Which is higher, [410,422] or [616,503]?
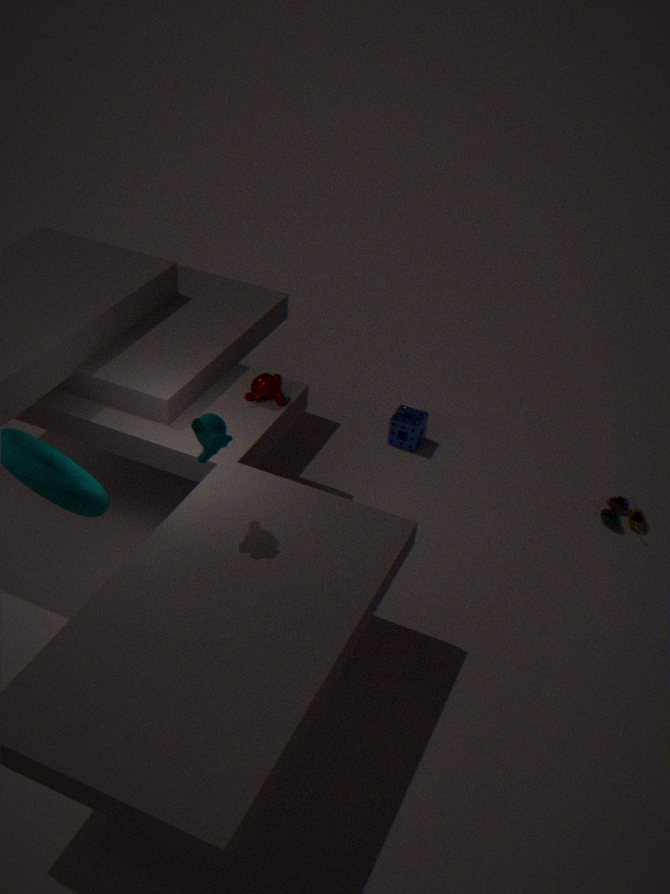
[410,422]
